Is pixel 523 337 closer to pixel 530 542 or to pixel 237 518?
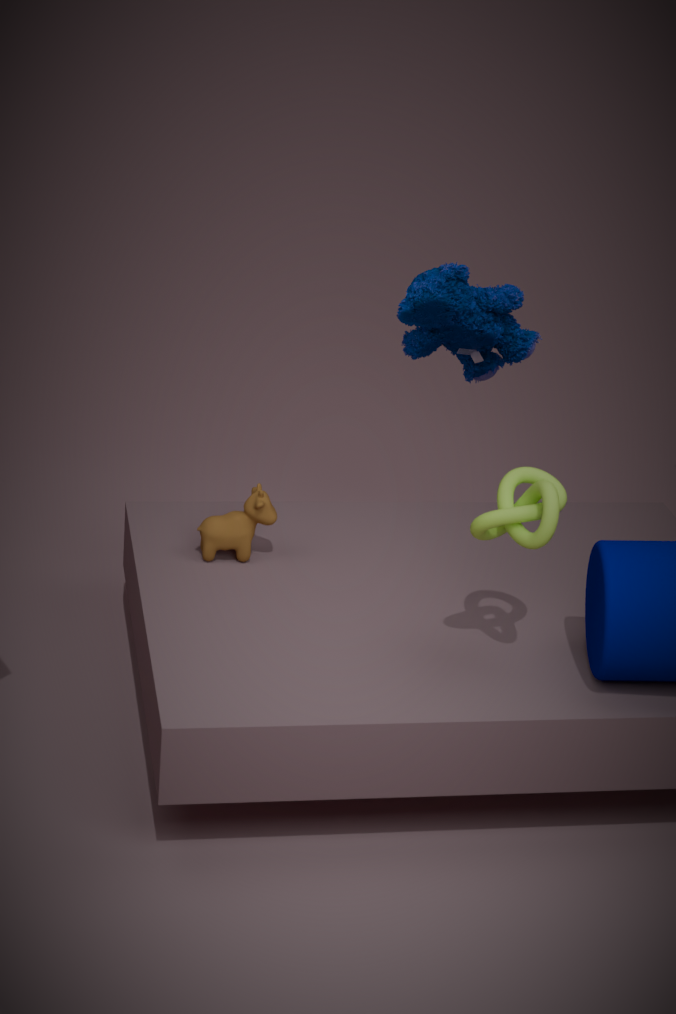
pixel 237 518
